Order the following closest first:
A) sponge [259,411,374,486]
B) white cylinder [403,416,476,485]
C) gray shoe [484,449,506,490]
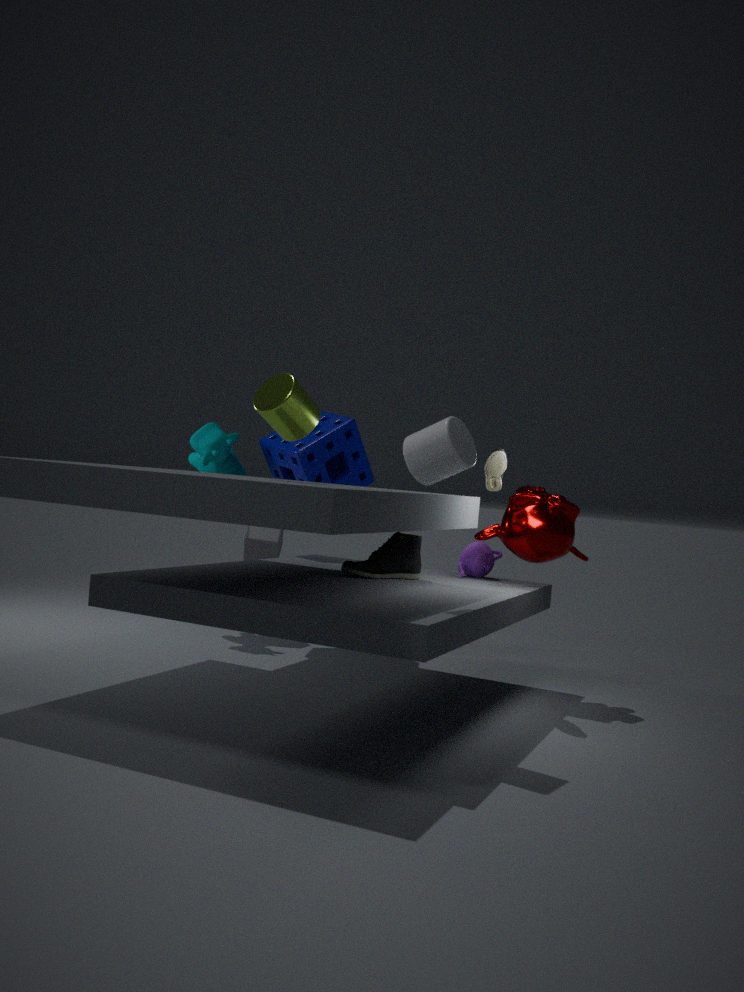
1. B. white cylinder [403,416,476,485]
2. C. gray shoe [484,449,506,490]
3. A. sponge [259,411,374,486]
